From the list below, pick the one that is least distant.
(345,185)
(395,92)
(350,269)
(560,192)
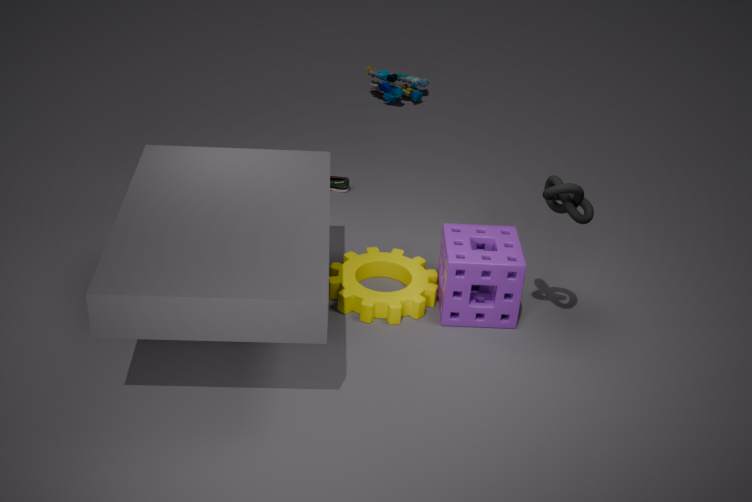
(560,192)
